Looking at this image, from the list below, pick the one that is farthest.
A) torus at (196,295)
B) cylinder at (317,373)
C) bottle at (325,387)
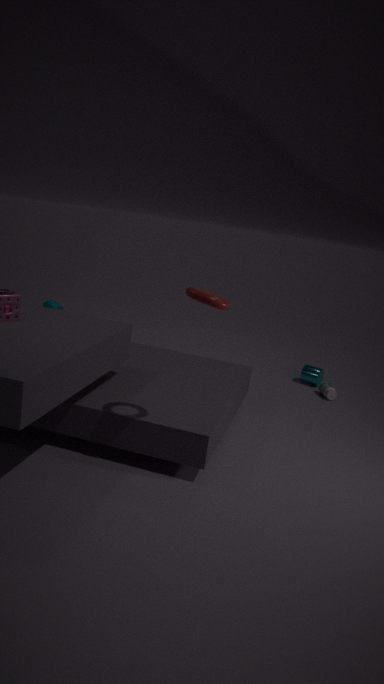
cylinder at (317,373)
